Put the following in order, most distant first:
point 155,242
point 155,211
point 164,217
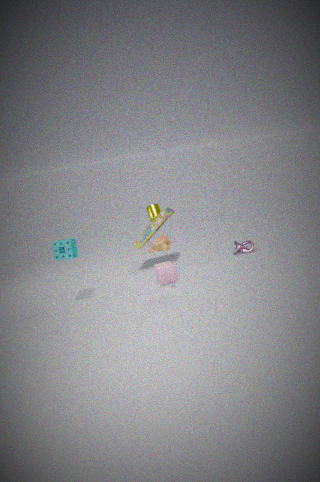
1. point 155,211
2. point 164,217
3. point 155,242
